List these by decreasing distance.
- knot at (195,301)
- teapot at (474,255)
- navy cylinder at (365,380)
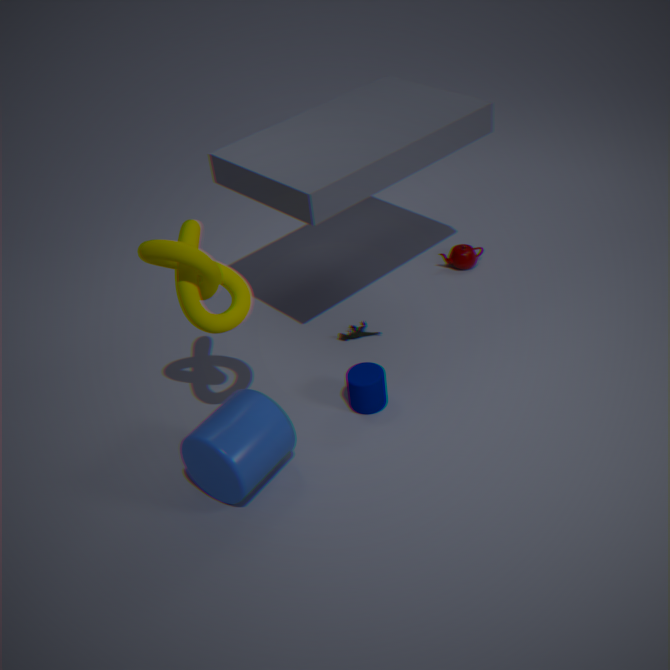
teapot at (474,255) → navy cylinder at (365,380) → knot at (195,301)
